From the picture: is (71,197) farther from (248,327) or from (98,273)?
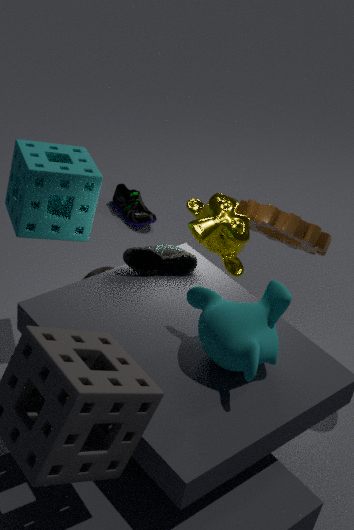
(248,327)
